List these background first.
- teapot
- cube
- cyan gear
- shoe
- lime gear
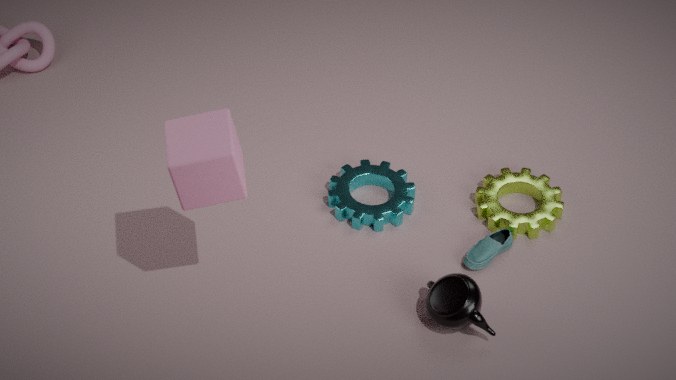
cyan gear, lime gear, shoe, teapot, cube
